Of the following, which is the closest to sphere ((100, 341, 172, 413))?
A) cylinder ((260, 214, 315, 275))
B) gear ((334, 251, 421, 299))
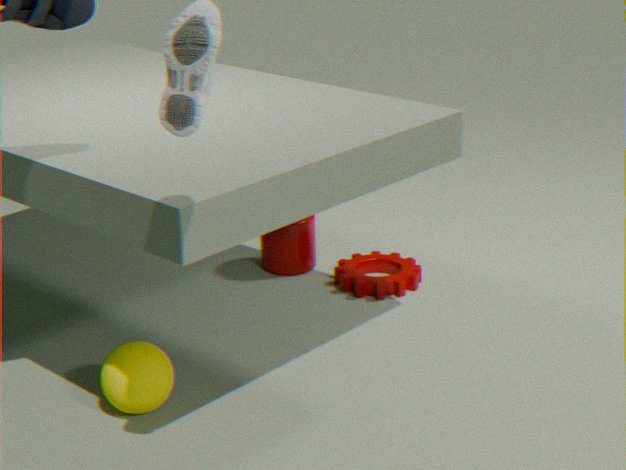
Answer: gear ((334, 251, 421, 299))
